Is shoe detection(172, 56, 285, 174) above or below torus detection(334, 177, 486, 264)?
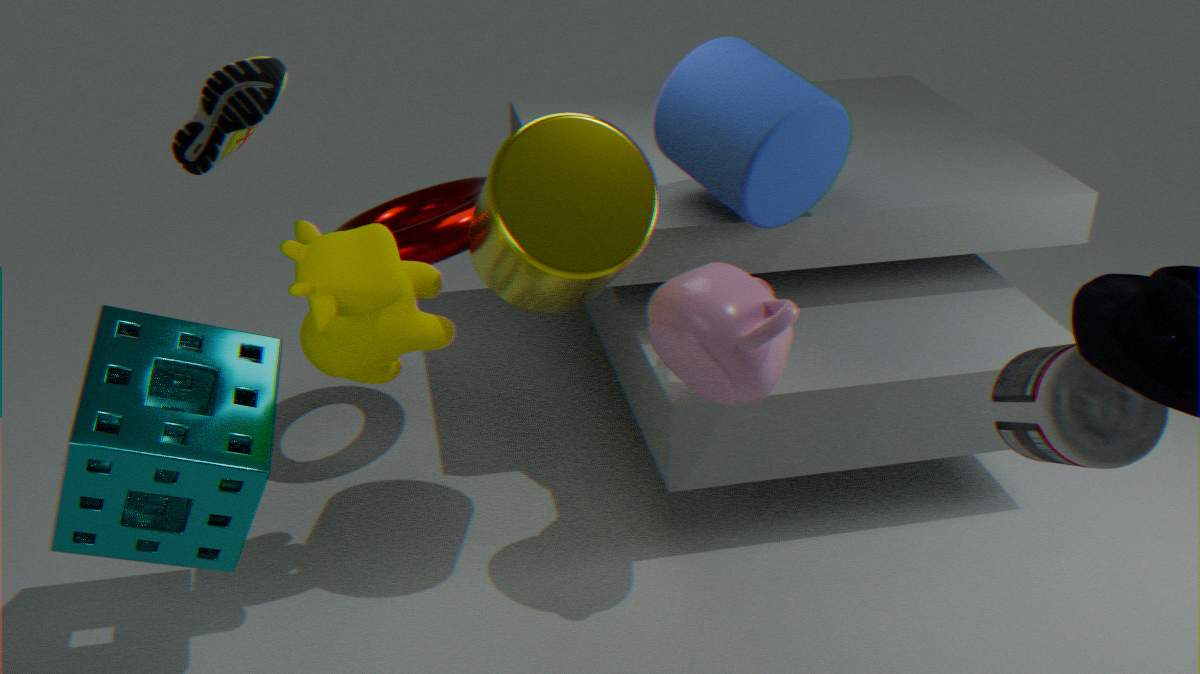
above
